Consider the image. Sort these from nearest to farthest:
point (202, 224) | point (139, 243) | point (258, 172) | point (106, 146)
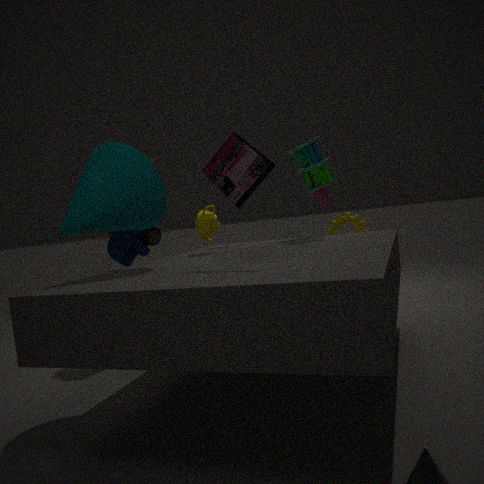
→ point (258, 172) < point (106, 146) < point (202, 224) < point (139, 243)
